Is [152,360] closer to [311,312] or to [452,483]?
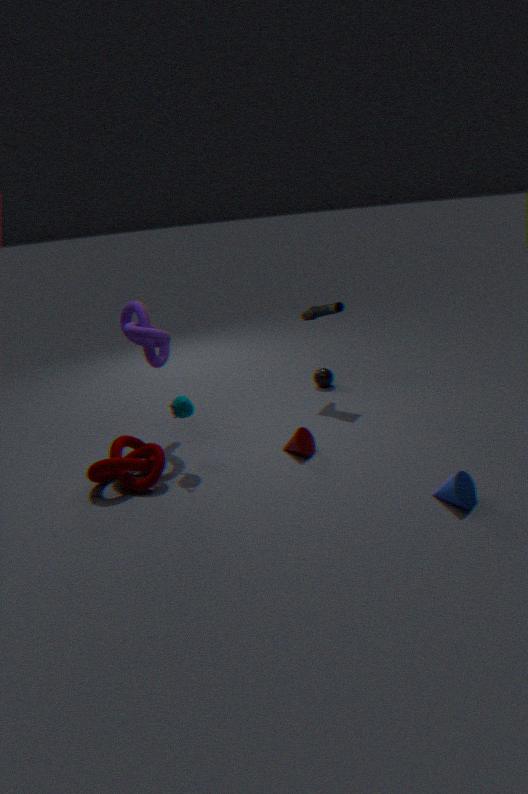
[311,312]
